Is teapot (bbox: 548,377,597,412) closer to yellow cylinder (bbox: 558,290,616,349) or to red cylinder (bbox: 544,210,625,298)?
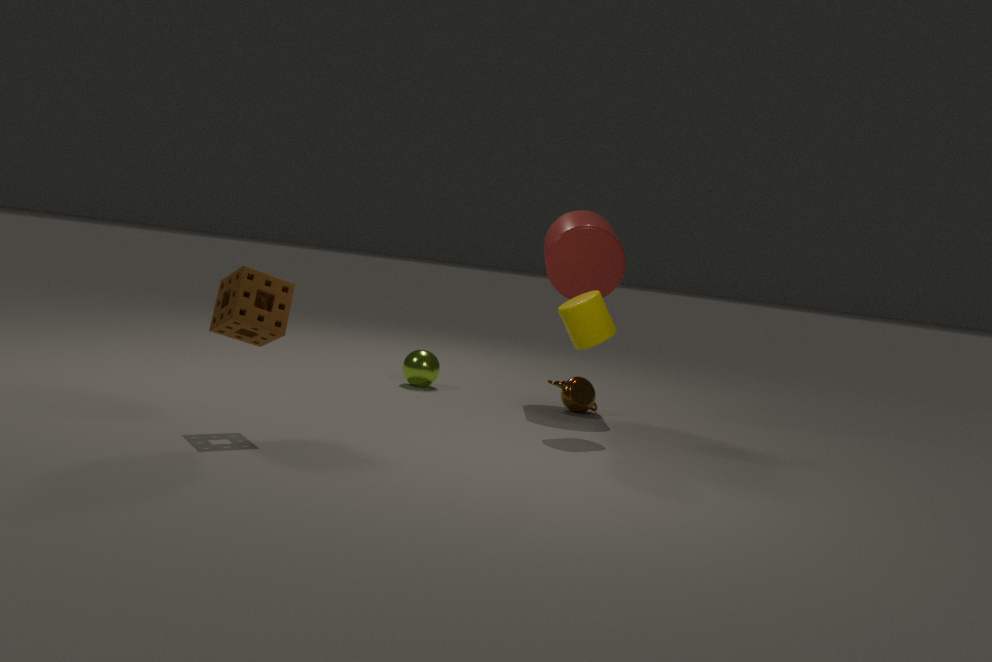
red cylinder (bbox: 544,210,625,298)
